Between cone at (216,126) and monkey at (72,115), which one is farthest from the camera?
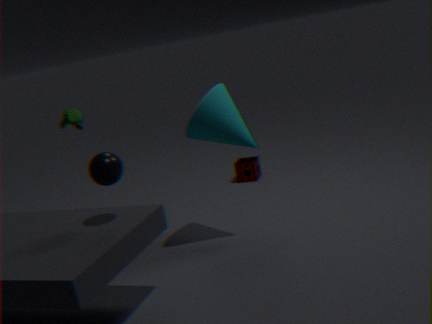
monkey at (72,115)
